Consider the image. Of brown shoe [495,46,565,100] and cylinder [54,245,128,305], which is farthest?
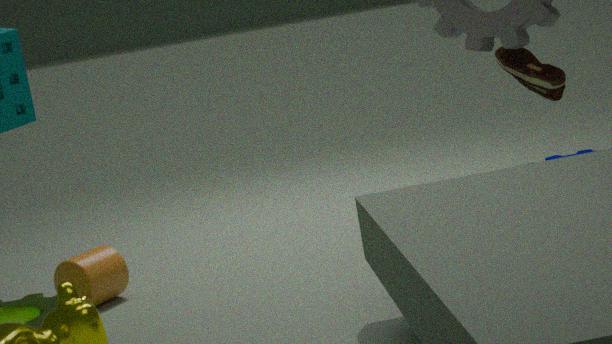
brown shoe [495,46,565,100]
